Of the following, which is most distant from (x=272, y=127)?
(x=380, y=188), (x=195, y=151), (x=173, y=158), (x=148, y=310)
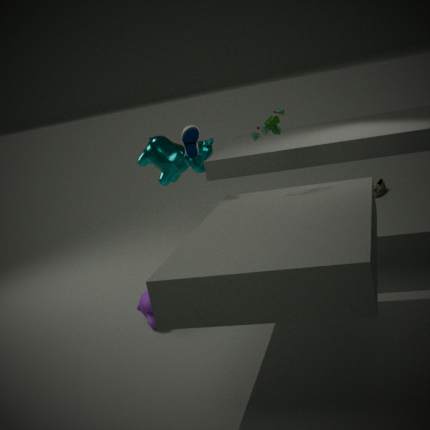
(x=380, y=188)
